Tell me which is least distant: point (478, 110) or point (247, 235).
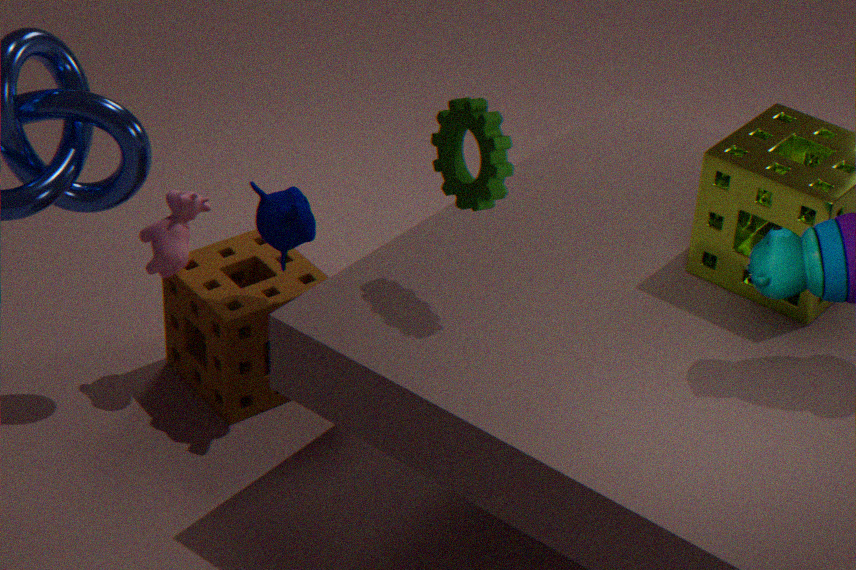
point (478, 110)
